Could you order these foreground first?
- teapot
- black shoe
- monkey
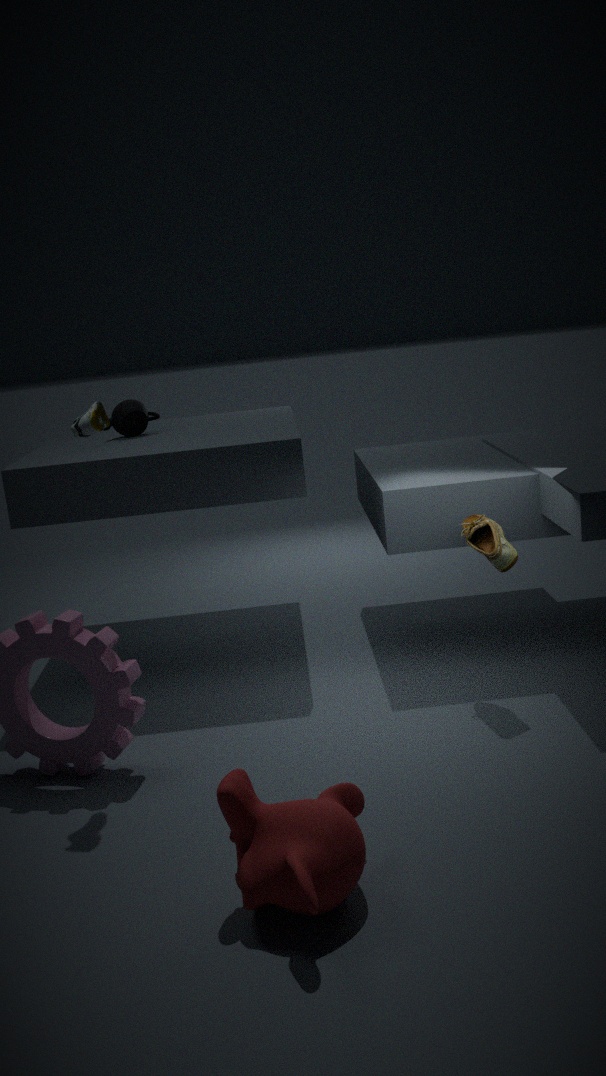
monkey → black shoe → teapot
